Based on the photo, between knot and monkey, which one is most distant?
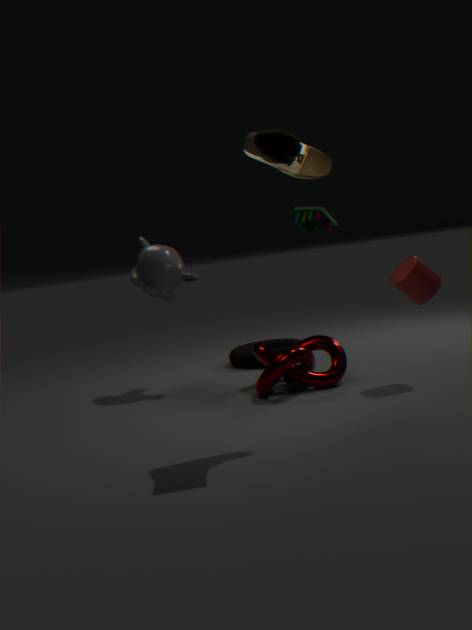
monkey
